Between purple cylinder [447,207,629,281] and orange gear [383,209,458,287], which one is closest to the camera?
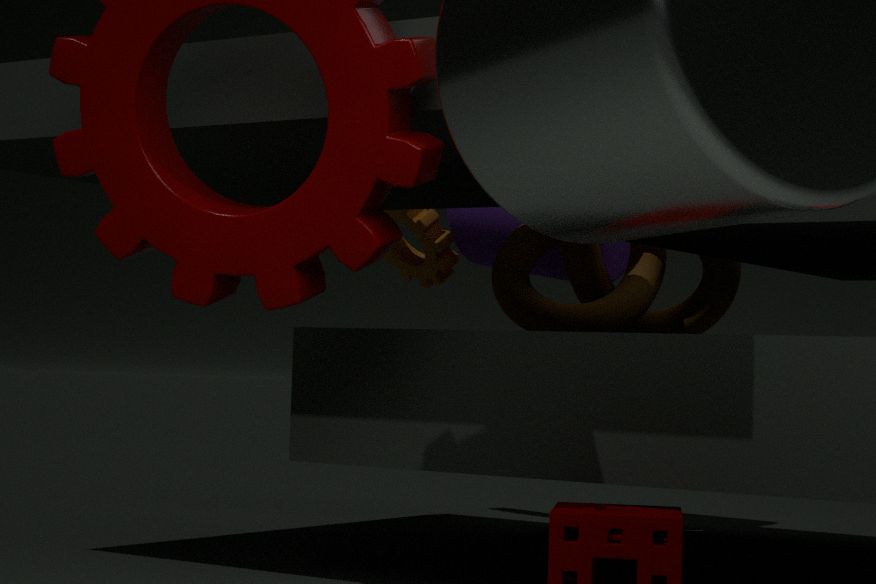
purple cylinder [447,207,629,281]
